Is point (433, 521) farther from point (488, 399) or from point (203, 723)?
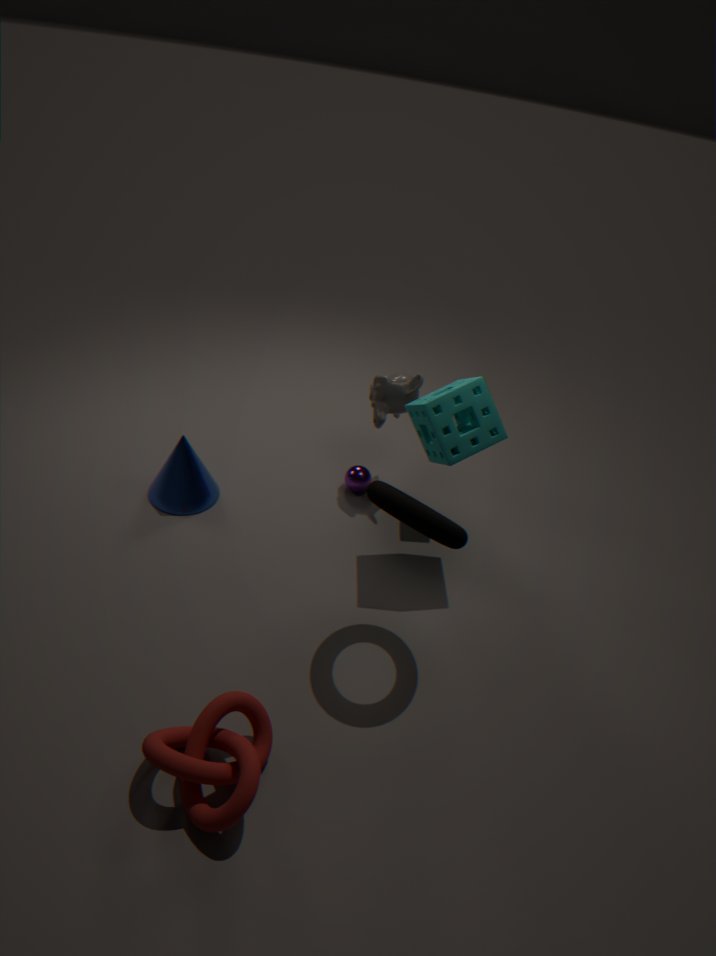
point (203, 723)
